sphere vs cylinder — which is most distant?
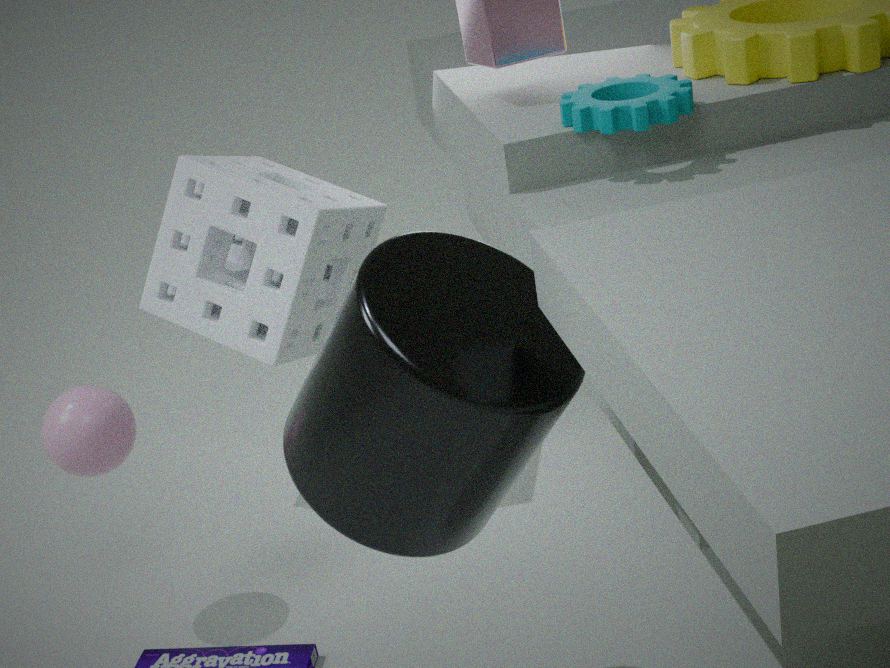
sphere
